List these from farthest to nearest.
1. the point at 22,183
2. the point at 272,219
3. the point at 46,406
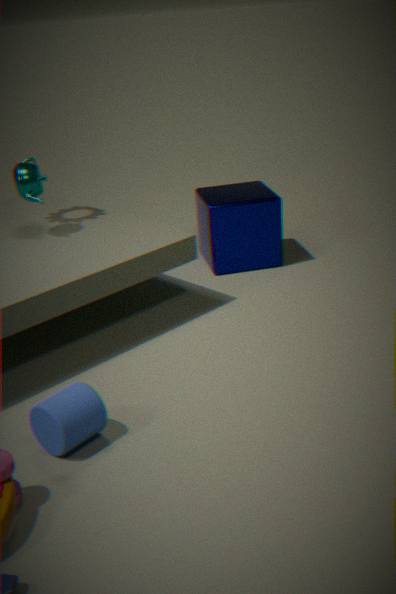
the point at 272,219 < the point at 22,183 < the point at 46,406
